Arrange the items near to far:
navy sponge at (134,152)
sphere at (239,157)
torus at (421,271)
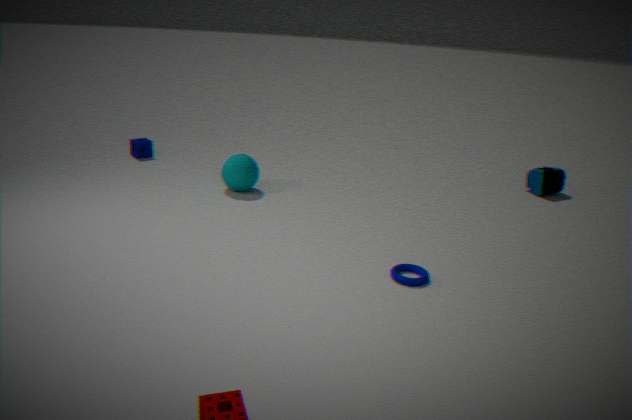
torus at (421,271)
sphere at (239,157)
navy sponge at (134,152)
